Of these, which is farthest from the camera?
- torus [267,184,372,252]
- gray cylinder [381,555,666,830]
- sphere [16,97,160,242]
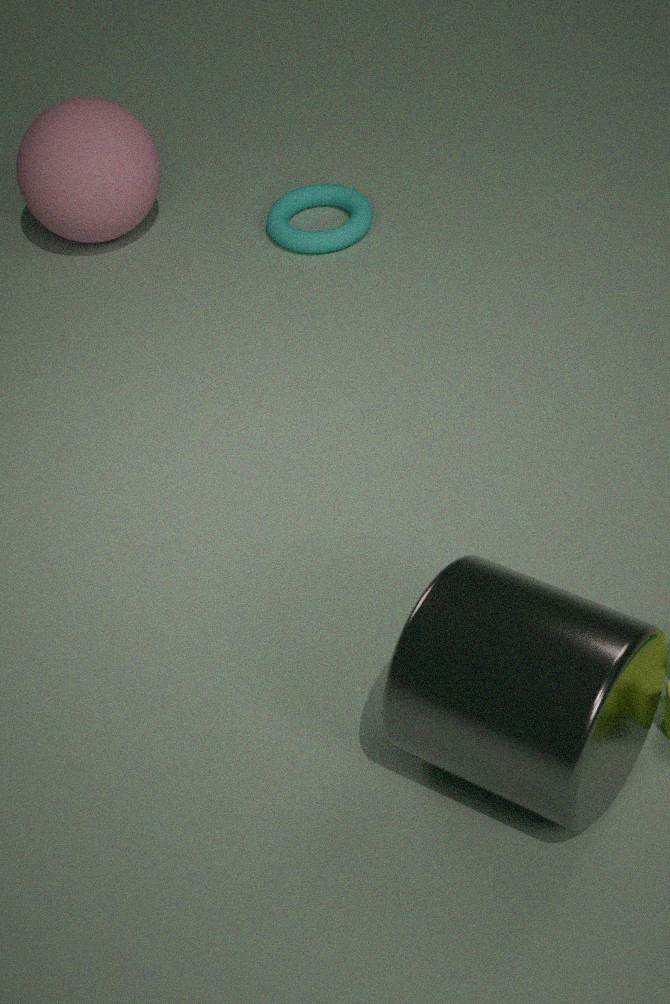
torus [267,184,372,252]
